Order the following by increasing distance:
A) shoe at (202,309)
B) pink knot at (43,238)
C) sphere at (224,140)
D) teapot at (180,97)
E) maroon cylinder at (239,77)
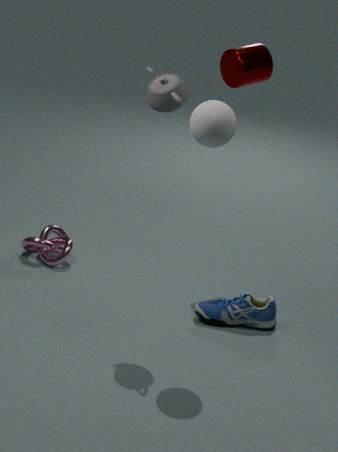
sphere at (224,140) < teapot at (180,97) < shoe at (202,309) < maroon cylinder at (239,77) < pink knot at (43,238)
